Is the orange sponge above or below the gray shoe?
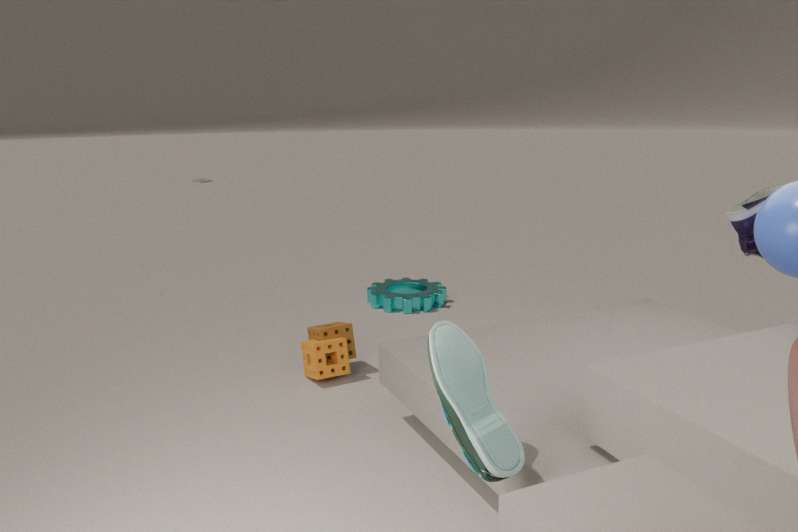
below
